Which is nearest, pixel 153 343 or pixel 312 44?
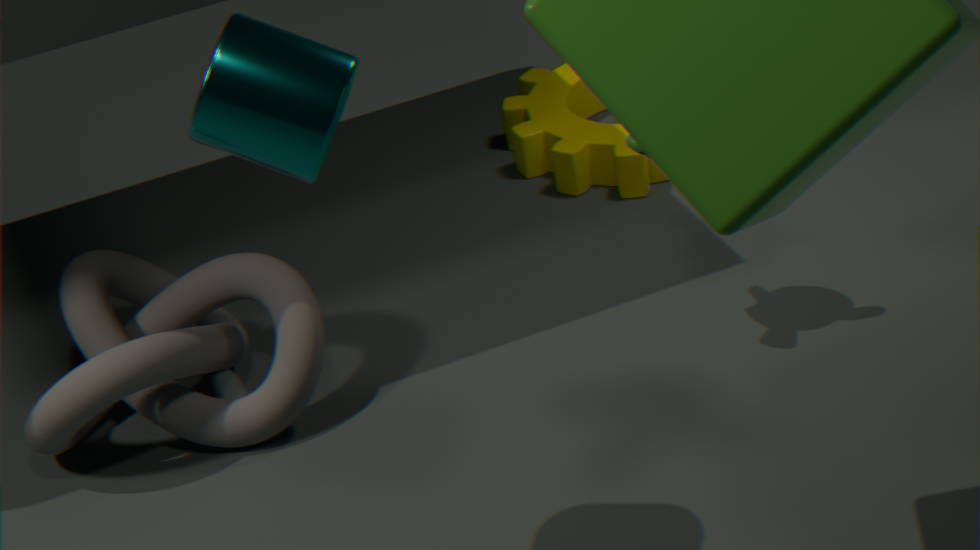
pixel 312 44
